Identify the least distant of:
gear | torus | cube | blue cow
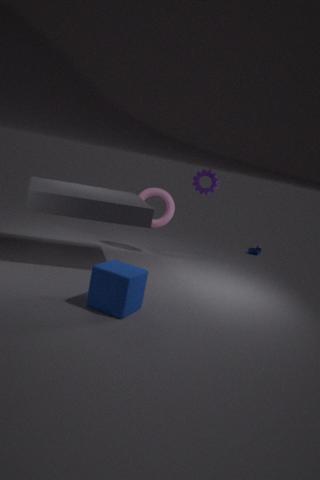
cube
